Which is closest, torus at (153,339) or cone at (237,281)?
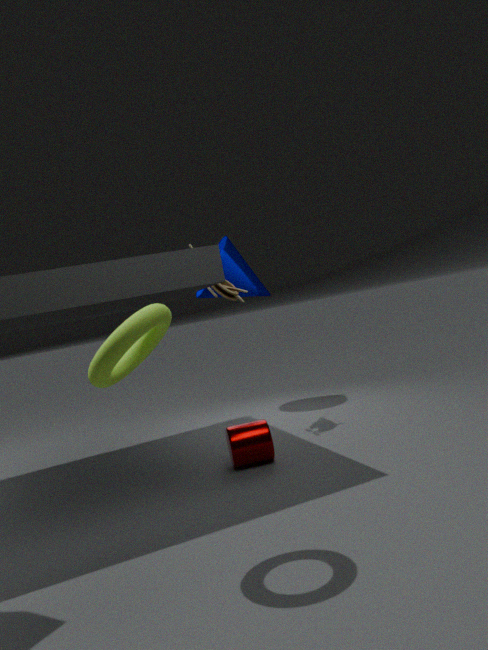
torus at (153,339)
